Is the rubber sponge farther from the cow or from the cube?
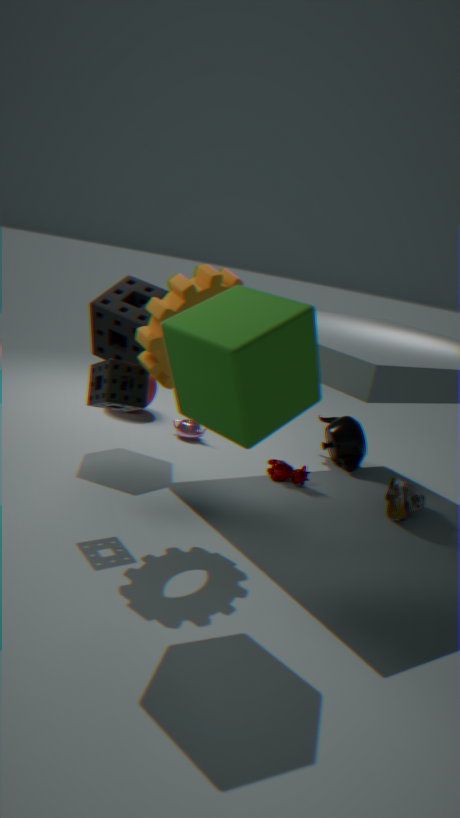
the cube
